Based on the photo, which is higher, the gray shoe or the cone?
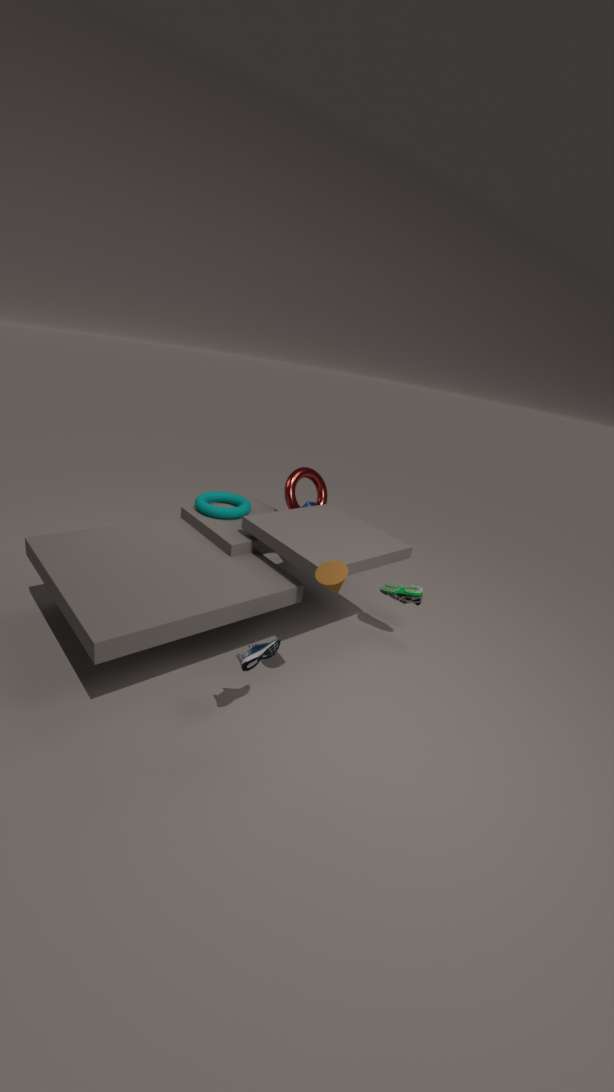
the cone
